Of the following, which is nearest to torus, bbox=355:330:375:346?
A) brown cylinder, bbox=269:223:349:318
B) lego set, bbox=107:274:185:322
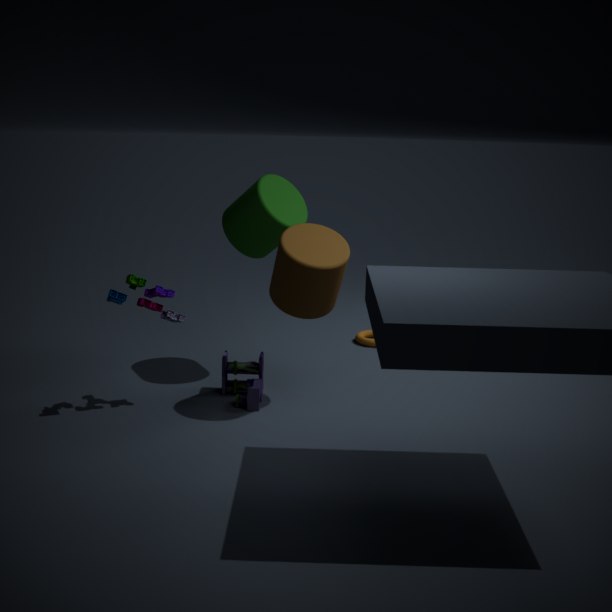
brown cylinder, bbox=269:223:349:318
